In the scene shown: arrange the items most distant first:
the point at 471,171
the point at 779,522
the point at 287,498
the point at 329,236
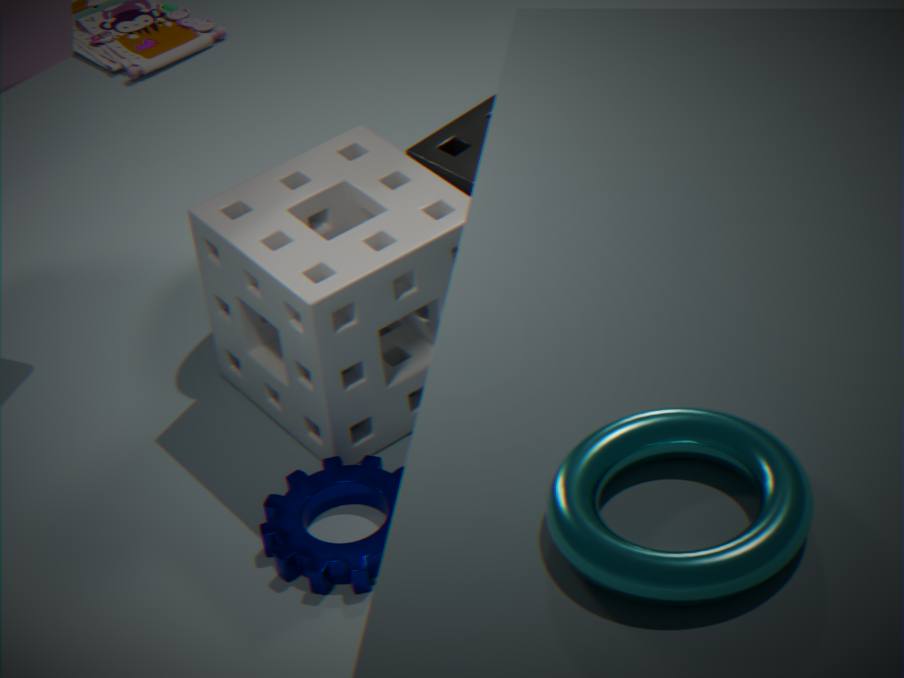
the point at 329,236, the point at 471,171, the point at 287,498, the point at 779,522
